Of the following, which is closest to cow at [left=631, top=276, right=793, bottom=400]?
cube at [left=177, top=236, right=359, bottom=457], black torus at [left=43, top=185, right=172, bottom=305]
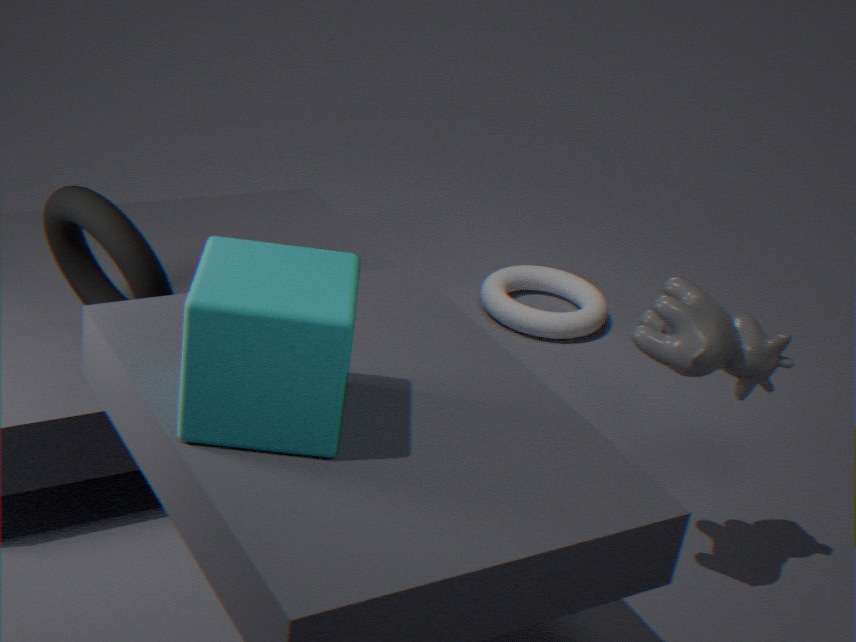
cube at [left=177, top=236, right=359, bottom=457]
